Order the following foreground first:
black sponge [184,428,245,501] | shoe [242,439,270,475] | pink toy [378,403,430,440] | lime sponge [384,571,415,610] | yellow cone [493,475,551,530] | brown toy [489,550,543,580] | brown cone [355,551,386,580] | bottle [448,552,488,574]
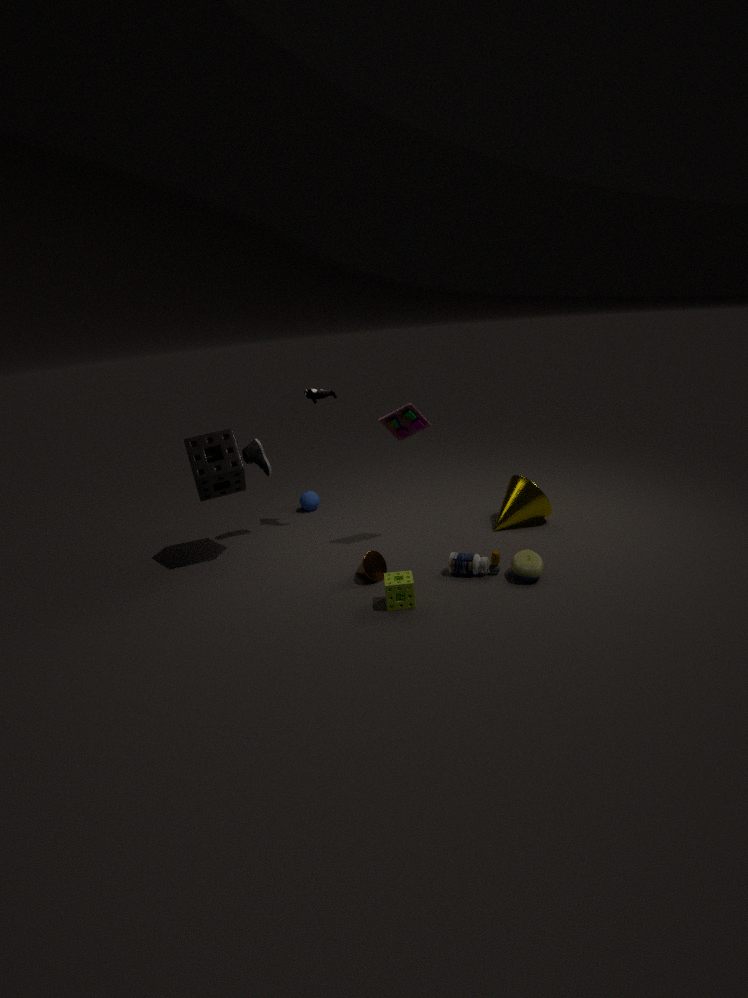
lime sponge [384,571,415,610]
brown toy [489,550,543,580]
bottle [448,552,488,574]
brown cone [355,551,386,580]
pink toy [378,403,430,440]
black sponge [184,428,245,501]
yellow cone [493,475,551,530]
shoe [242,439,270,475]
